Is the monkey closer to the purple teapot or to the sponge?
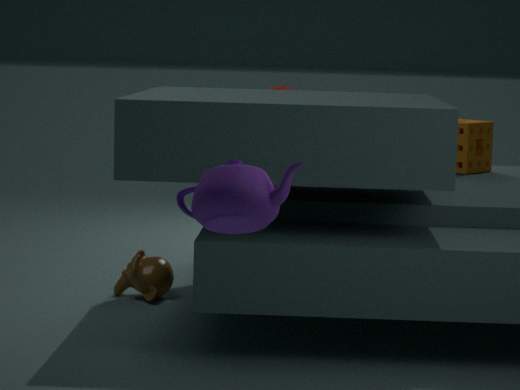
the sponge
